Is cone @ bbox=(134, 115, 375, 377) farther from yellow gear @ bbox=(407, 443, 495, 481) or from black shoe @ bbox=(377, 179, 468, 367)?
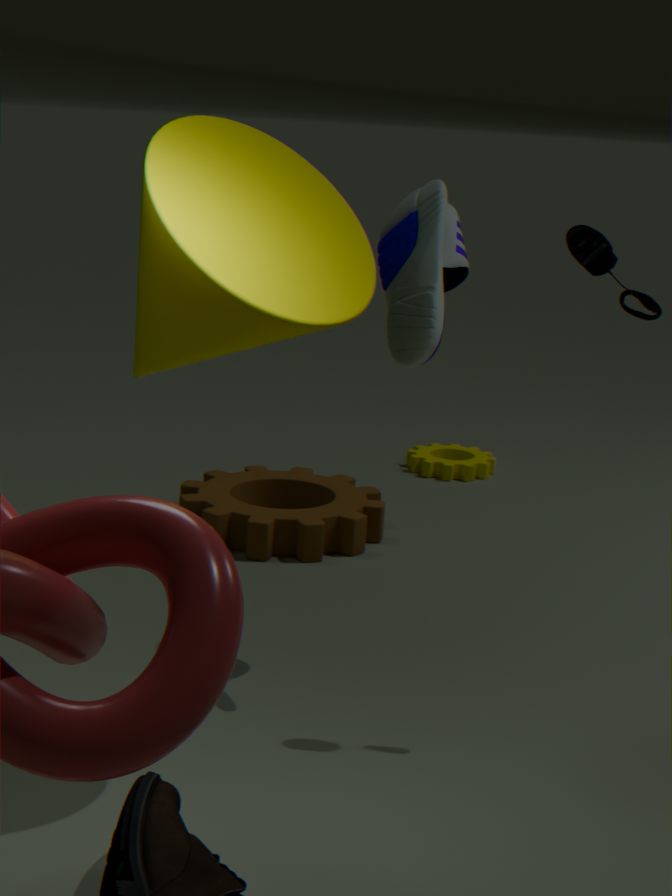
yellow gear @ bbox=(407, 443, 495, 481)
